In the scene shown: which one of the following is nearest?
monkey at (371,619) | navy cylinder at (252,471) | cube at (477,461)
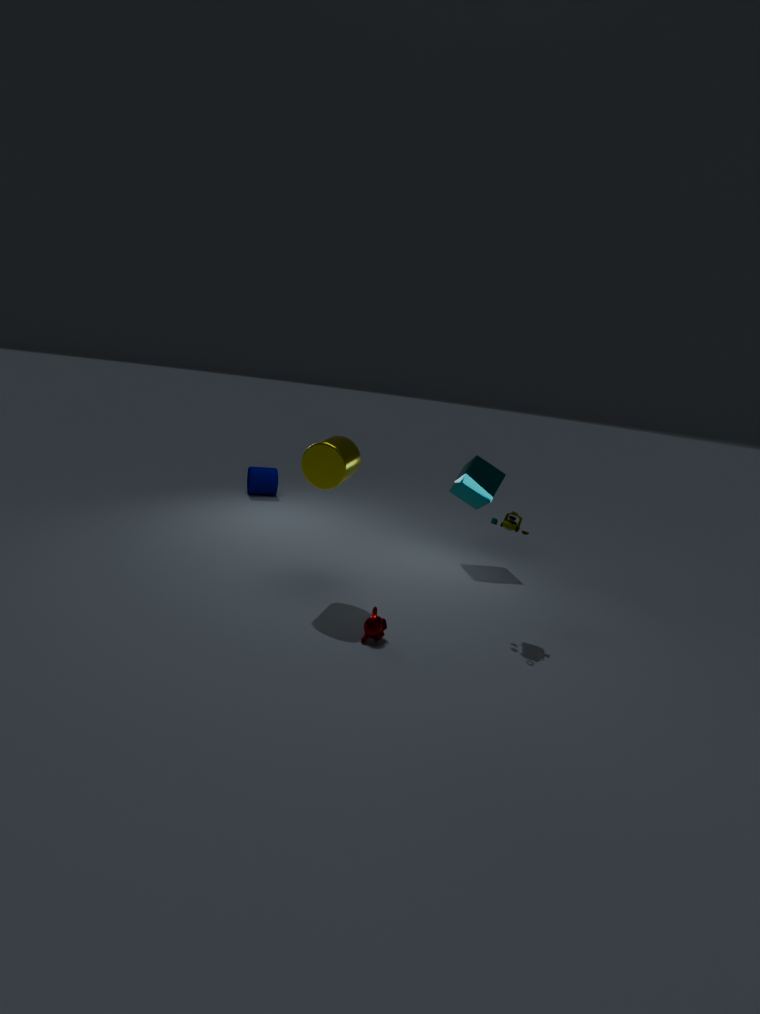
monkey at (371,619)
